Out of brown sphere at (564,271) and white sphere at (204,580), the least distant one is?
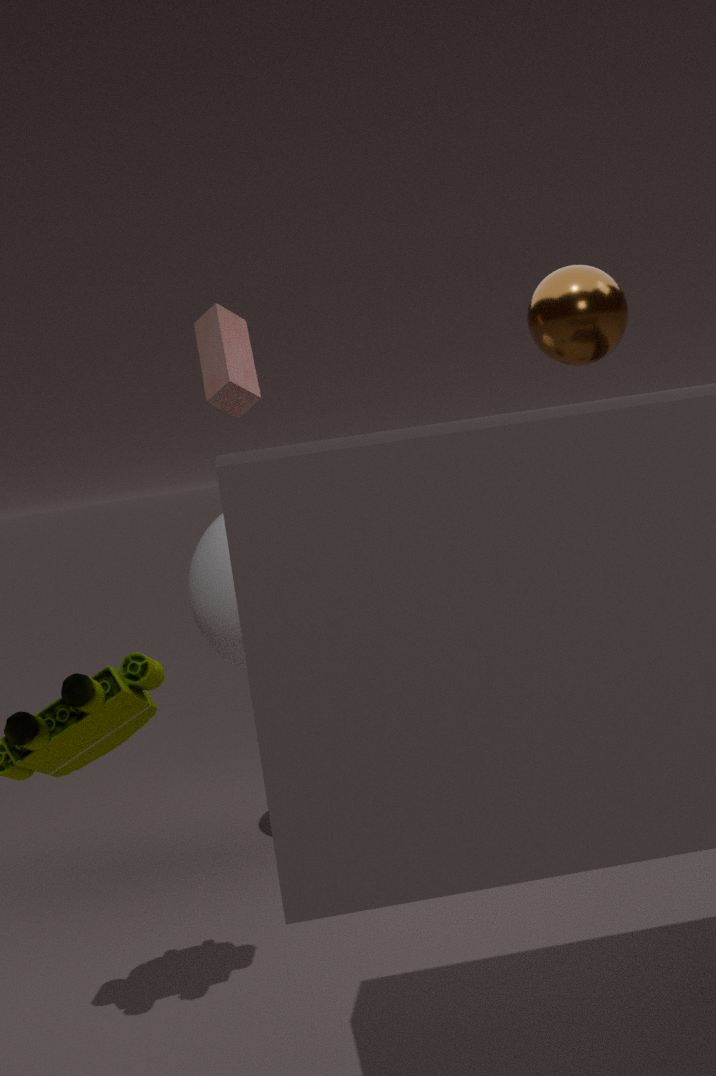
brown sphere at (564,271)
